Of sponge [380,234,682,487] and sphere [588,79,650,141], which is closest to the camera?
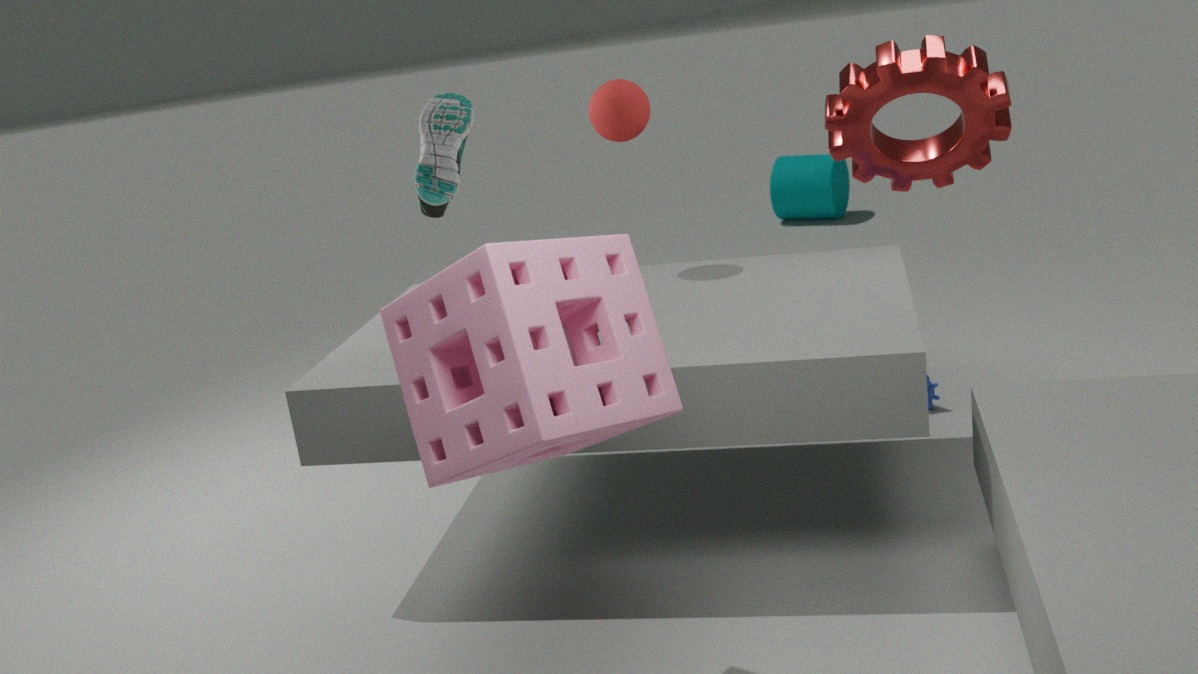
sponge [380,234,682,487]
